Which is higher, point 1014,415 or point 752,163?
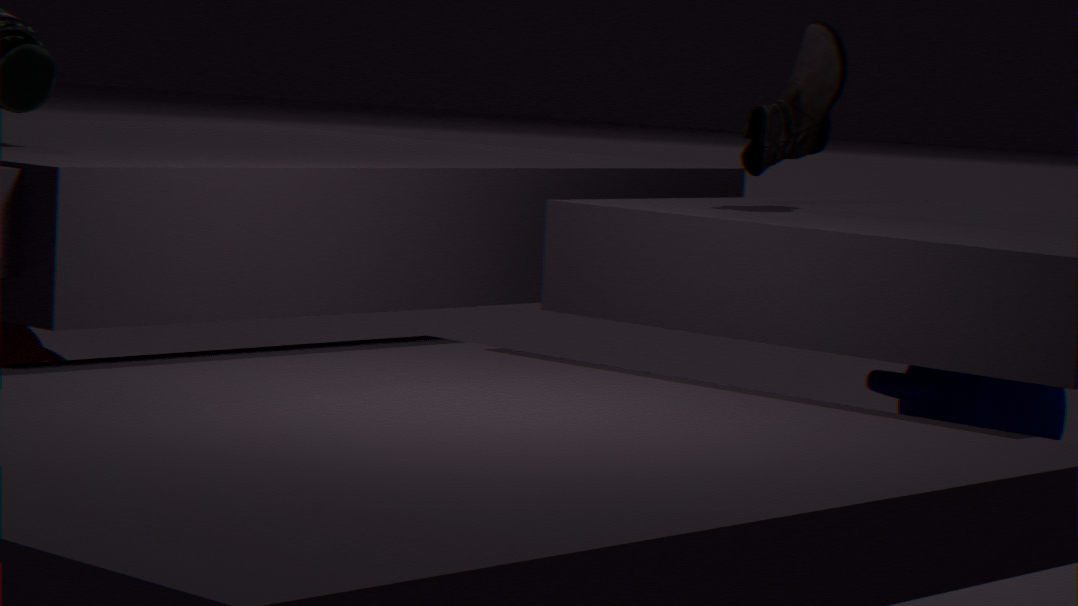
point 752,163
